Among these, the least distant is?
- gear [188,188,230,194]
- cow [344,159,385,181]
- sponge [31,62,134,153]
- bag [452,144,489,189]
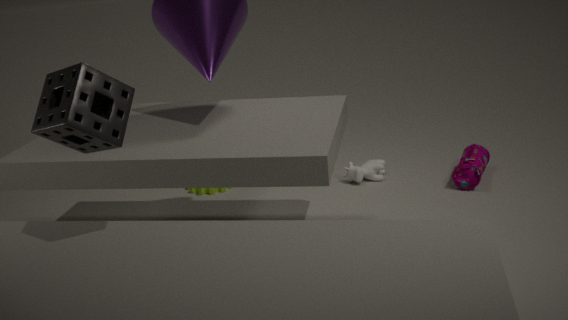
sponge [31,62,134,153]
